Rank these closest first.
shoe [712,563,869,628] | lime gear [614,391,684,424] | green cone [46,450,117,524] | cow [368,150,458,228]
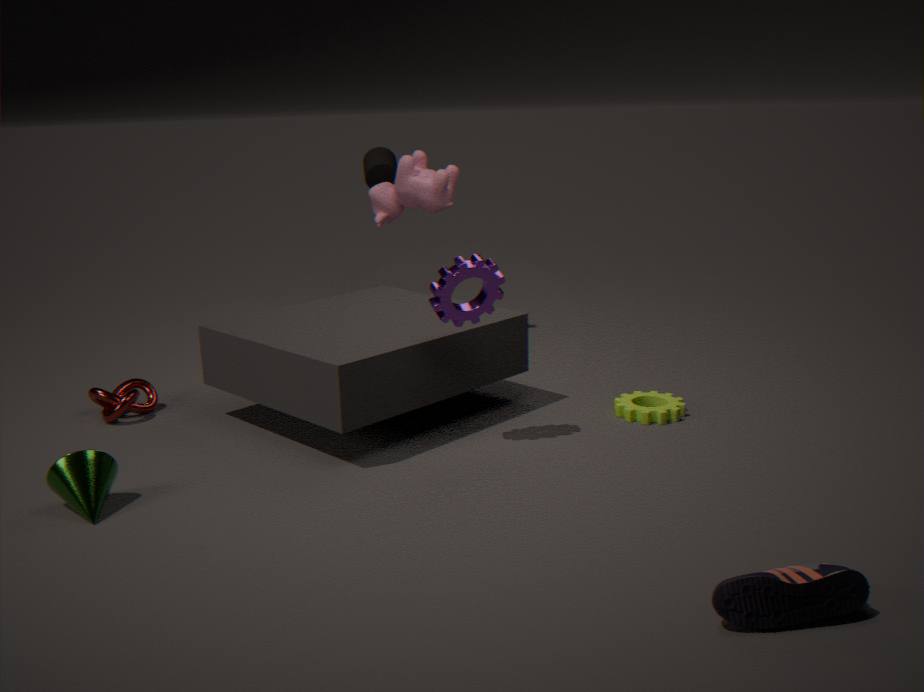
1. shoe [712,563,869,628]
2. green cone [46,450,117,524]
3. lime gear [614,391,684,424]
4. cow [368,150,458,228]
